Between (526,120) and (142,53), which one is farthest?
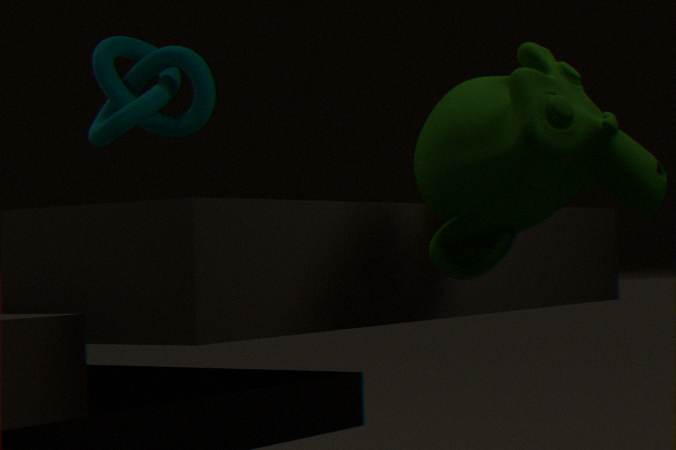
(142,53)
